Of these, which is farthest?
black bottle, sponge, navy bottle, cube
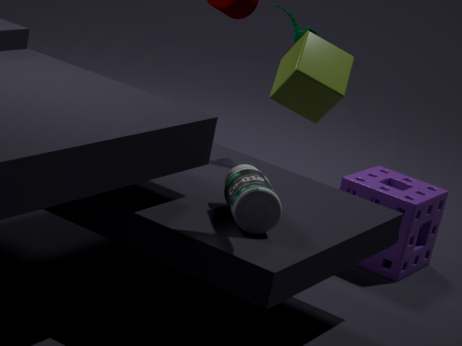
sponge
